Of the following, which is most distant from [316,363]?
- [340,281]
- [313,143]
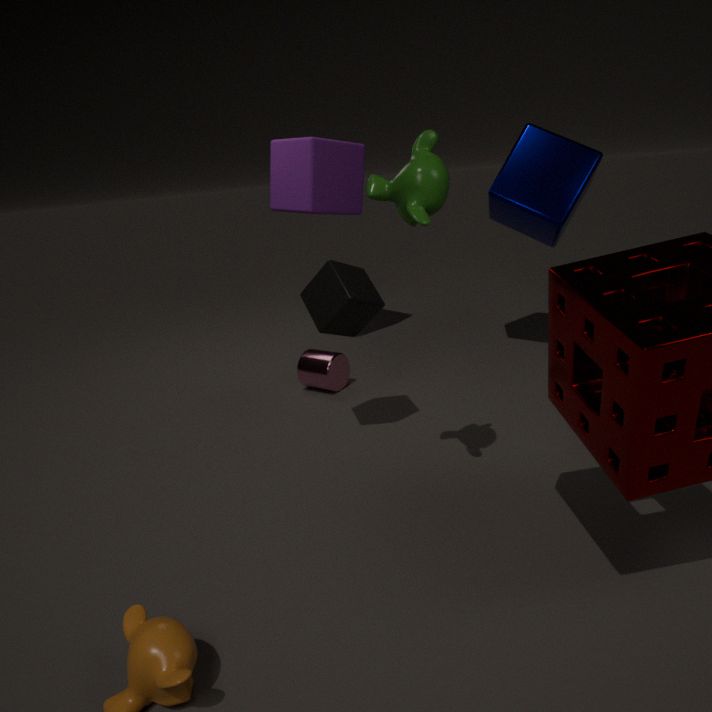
[313,143]
